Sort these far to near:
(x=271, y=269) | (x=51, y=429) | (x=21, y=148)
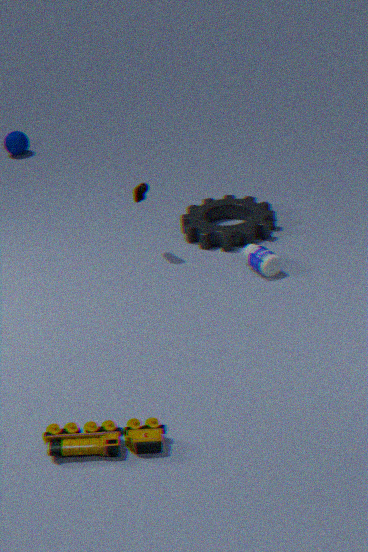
1. (x=21, y=148)
2. (x=271, y=269)
3. (x=51, y=429)
